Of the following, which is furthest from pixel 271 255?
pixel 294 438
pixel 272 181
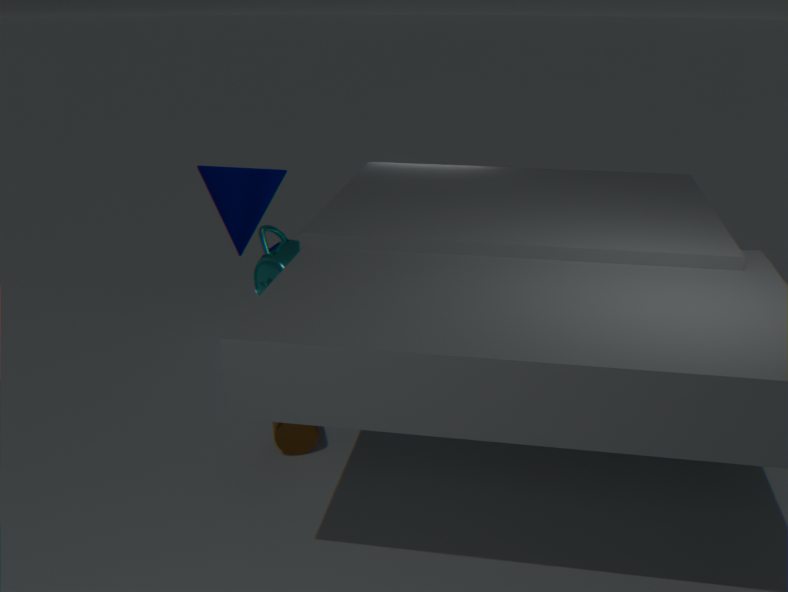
pixel 272 181
